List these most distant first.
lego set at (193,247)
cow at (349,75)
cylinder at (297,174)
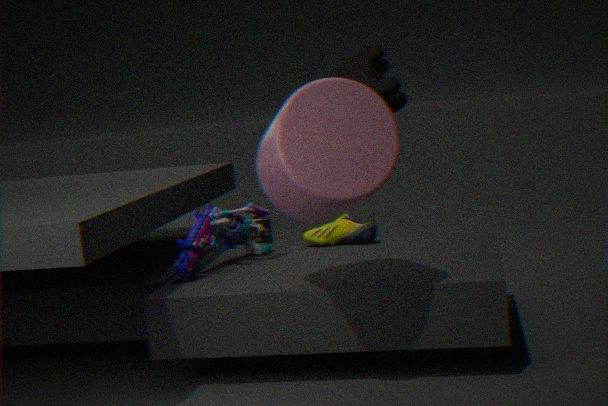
cow at (349,75) < lego set at (193,247) < cylinder at (297,174)
